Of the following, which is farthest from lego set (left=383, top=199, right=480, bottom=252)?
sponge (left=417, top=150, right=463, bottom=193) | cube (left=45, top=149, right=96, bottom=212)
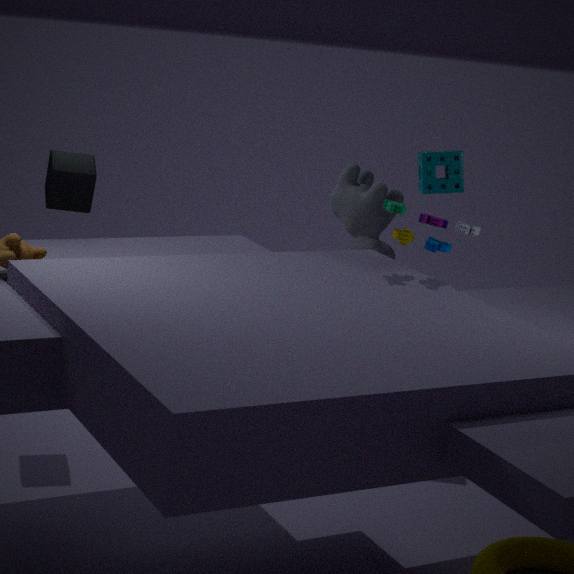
cube (left=45, top=149, right=96, bottom=212)
